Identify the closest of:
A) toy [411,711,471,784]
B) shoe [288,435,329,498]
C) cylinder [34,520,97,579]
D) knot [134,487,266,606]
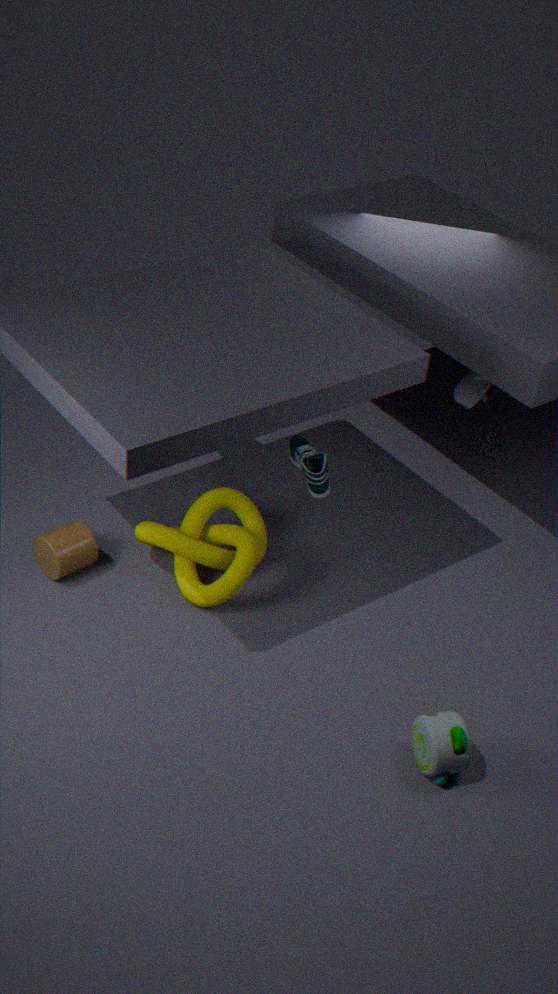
toy [411,711,471,784]
